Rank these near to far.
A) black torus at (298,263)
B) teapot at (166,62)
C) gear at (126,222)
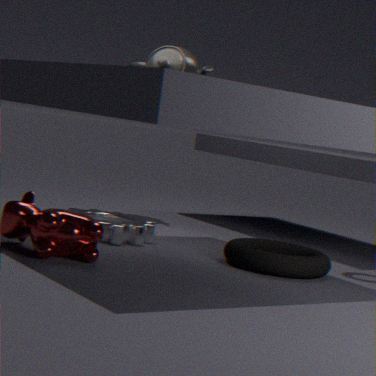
black torus at (298,263)
gear at (126,222)
teapot at (166,62)
